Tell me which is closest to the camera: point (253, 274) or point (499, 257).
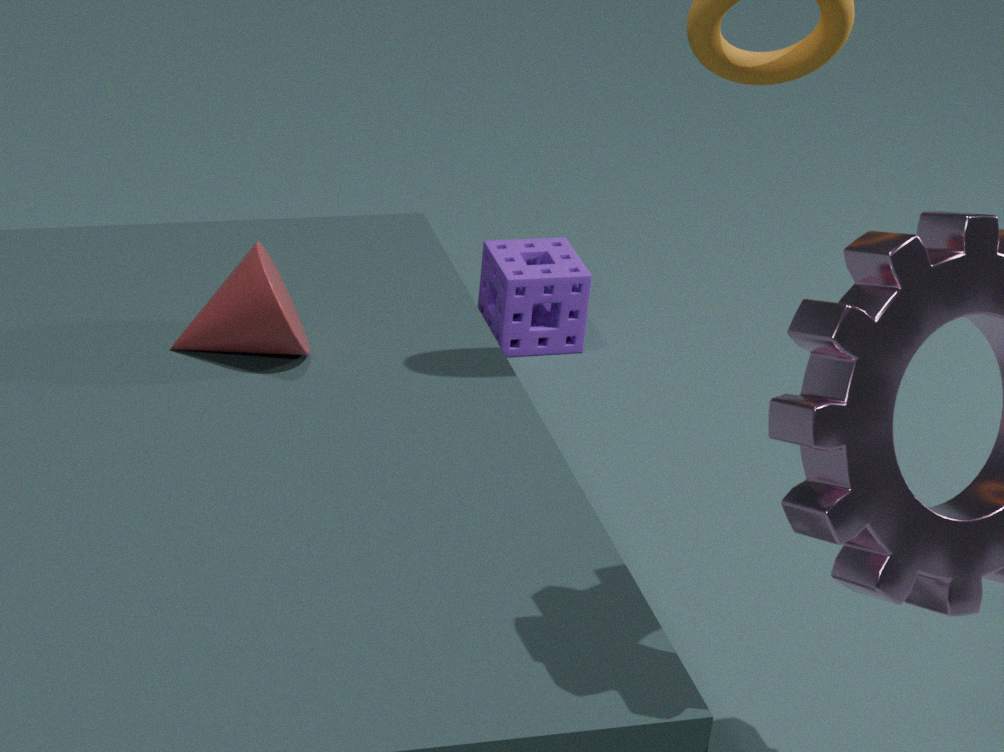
point (253, 274)
